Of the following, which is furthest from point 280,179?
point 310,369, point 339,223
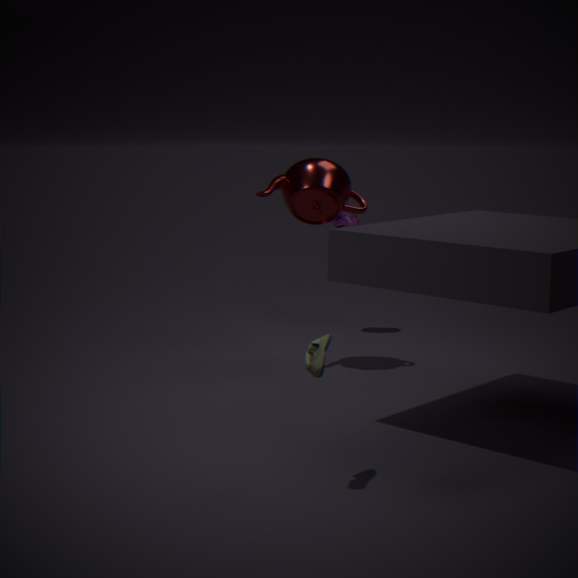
point 310,369
